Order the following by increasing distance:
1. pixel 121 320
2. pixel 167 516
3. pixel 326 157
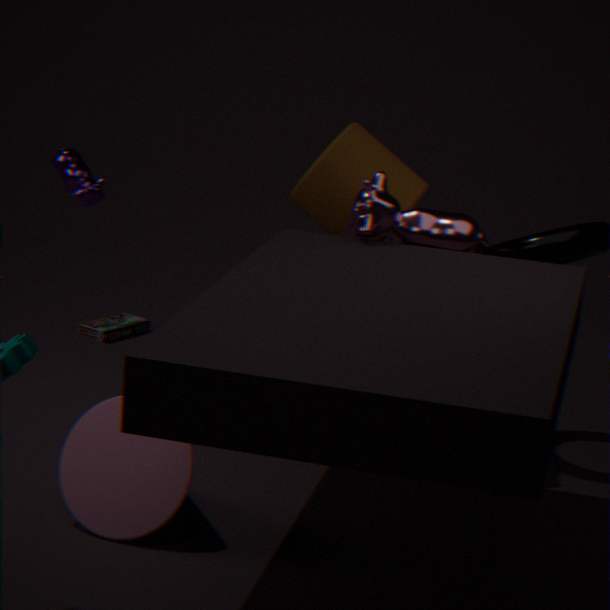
pixel 167 516, pixel 326 157, pixel 121 320
